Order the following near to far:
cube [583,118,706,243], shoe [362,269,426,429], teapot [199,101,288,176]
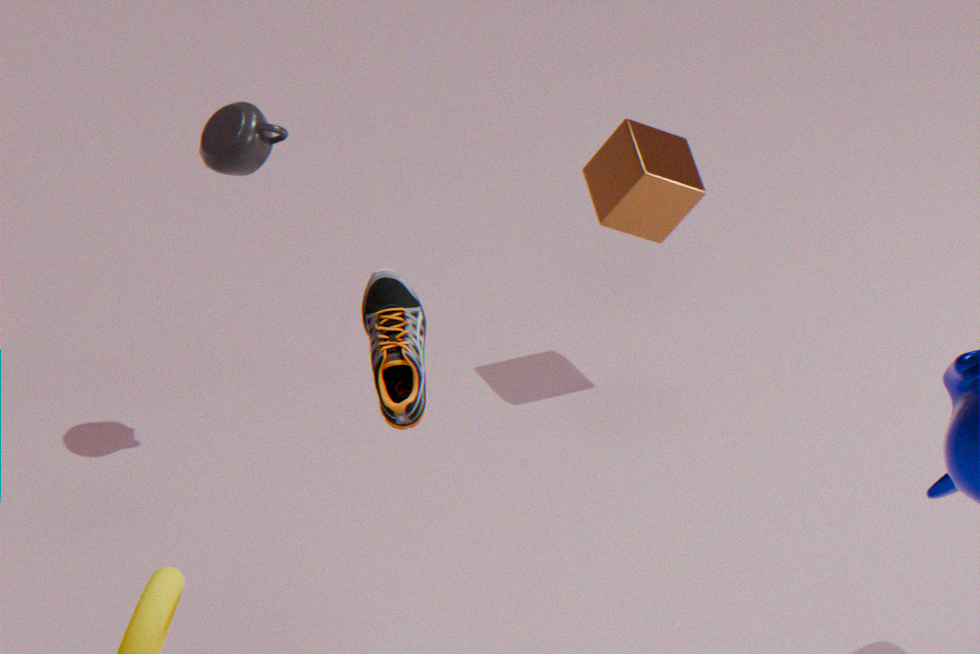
1. shoe [362,269,426,429]
2. teapot [199,101,288,176]
3. cube [583,118,706,243]
